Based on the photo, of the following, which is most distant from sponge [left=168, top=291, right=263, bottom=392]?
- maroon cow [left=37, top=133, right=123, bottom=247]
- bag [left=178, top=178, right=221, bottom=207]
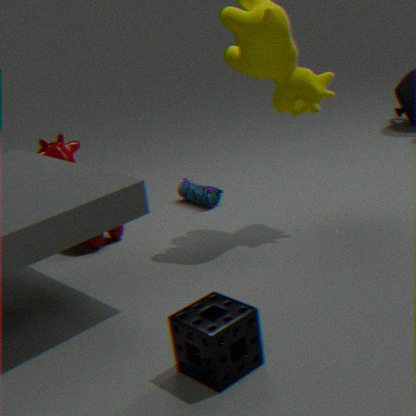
bag [left=178, top=178, right=221, bottom=207]
